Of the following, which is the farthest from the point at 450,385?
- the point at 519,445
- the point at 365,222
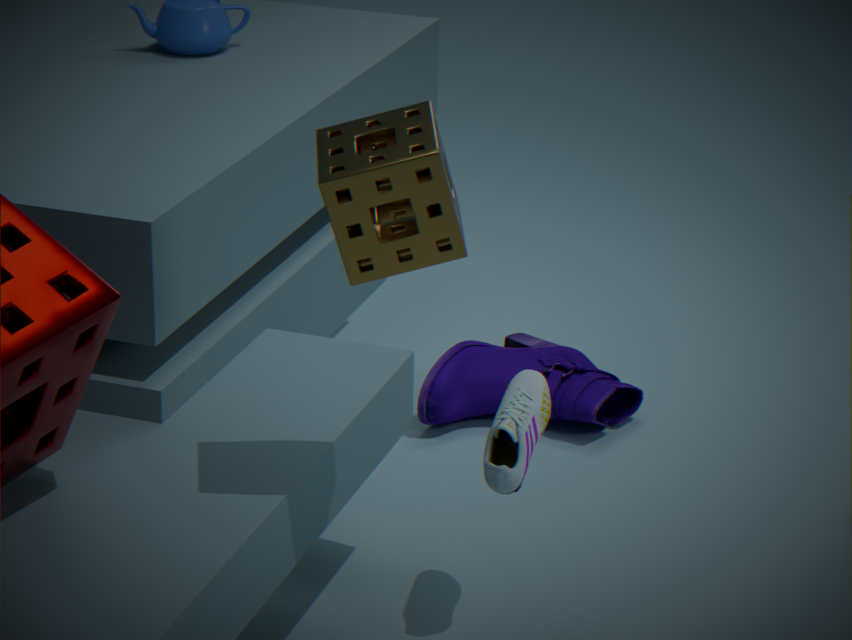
the point at 365,222
